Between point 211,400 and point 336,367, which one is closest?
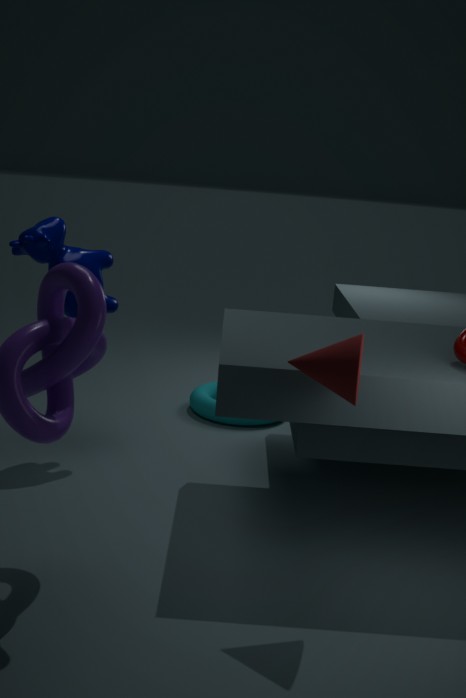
point 336,367
